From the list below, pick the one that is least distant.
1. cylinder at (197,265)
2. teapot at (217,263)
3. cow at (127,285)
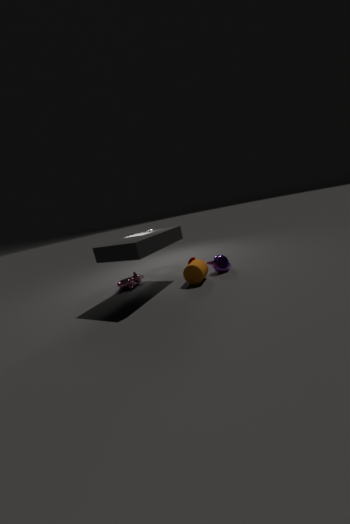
cylinder at (197,265)
